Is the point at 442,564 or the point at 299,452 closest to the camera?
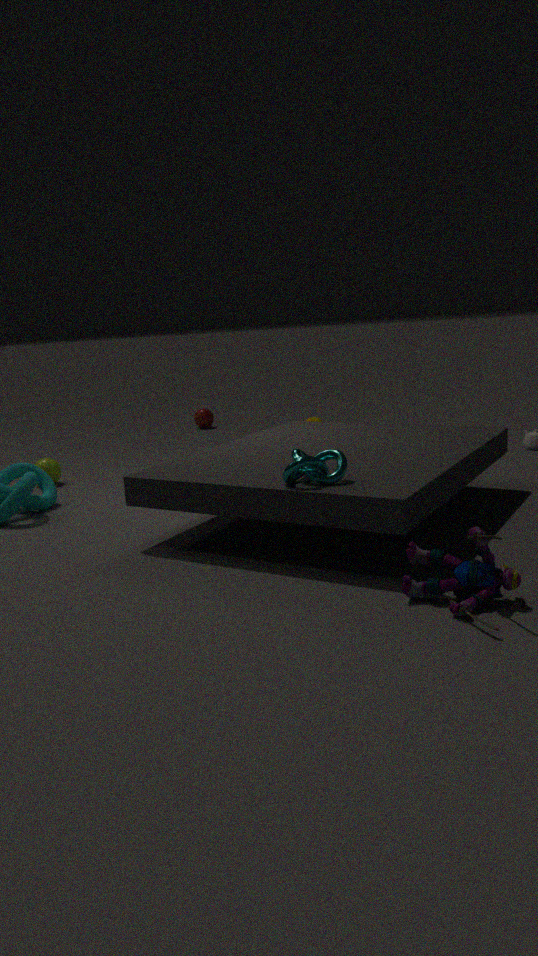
the point at 442,564
